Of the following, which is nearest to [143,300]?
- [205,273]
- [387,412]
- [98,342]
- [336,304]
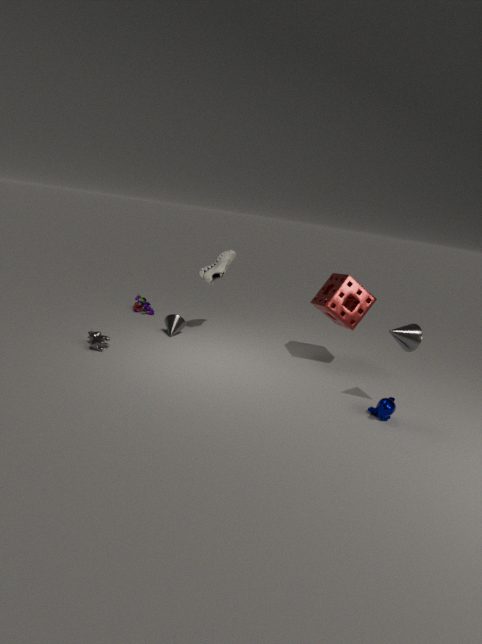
[205,273]
